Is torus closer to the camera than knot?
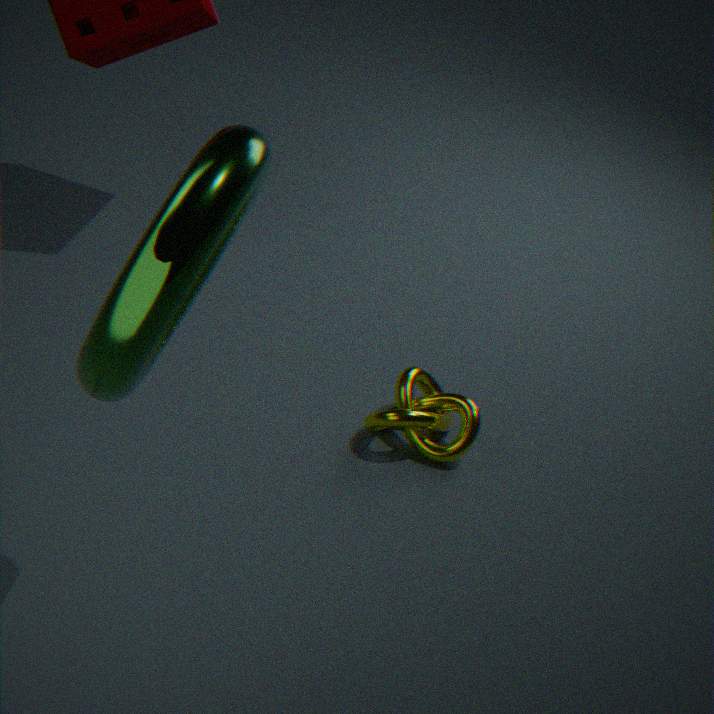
Yes
